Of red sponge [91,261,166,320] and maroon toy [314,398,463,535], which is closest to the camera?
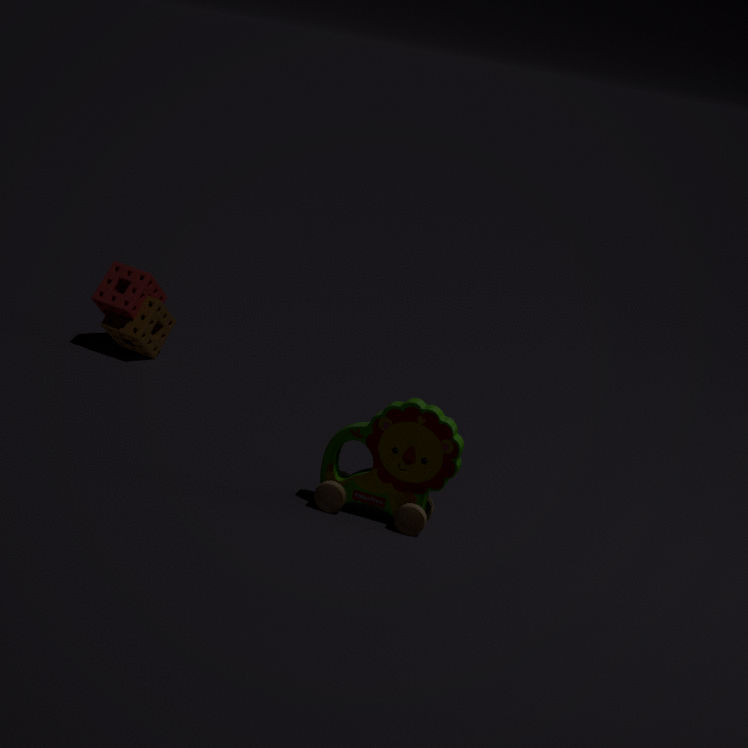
maroon toy [314,398,463,535]
